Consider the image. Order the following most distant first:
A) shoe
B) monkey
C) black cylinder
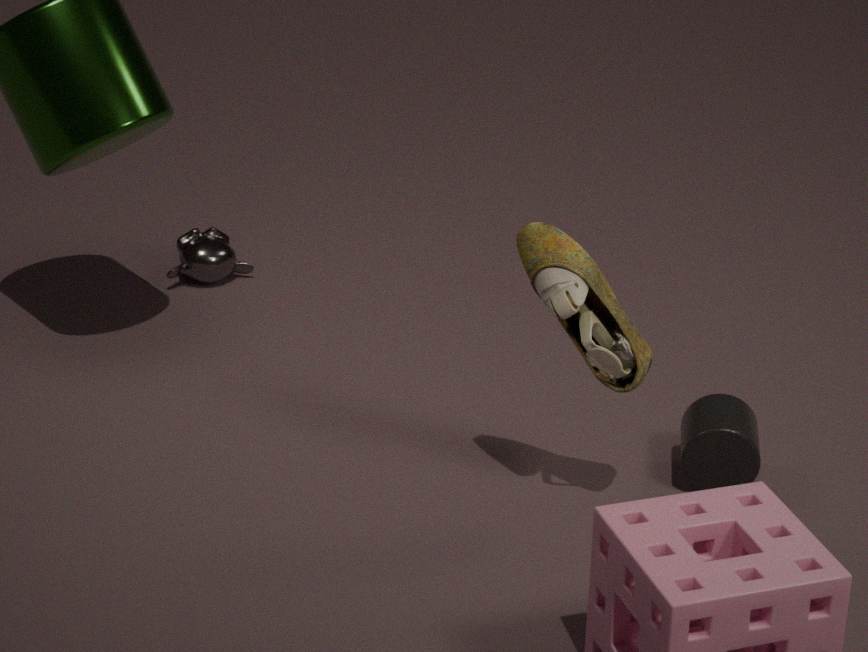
monkey → black cylinder → shoe
